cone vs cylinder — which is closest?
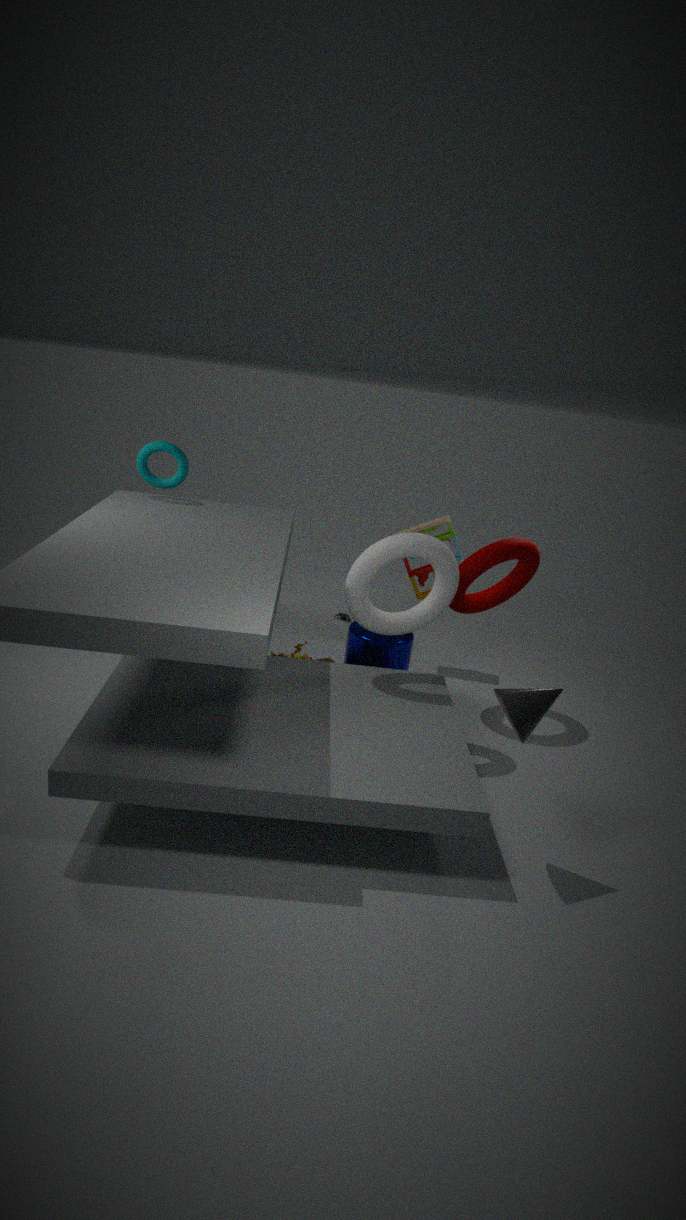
cone
